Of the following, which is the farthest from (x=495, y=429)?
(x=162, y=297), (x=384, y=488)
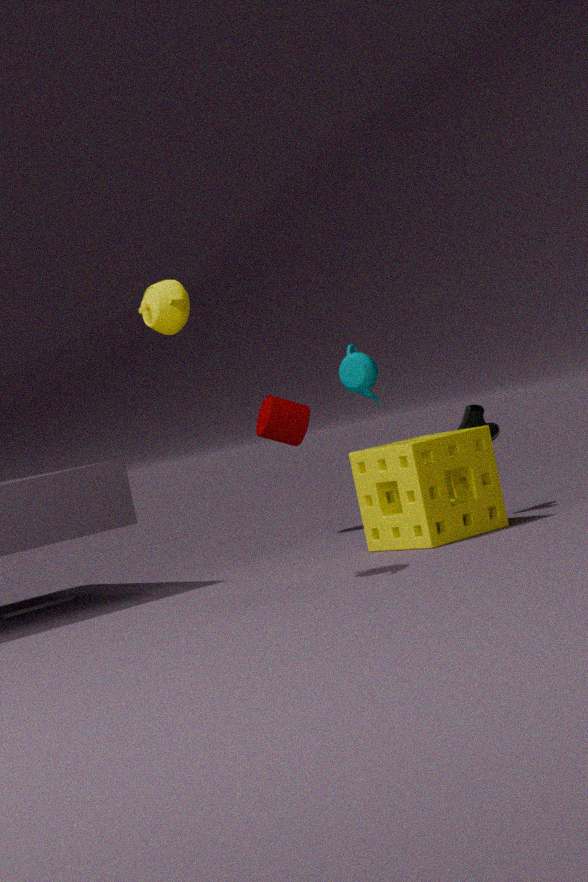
(x=162, y=297)
